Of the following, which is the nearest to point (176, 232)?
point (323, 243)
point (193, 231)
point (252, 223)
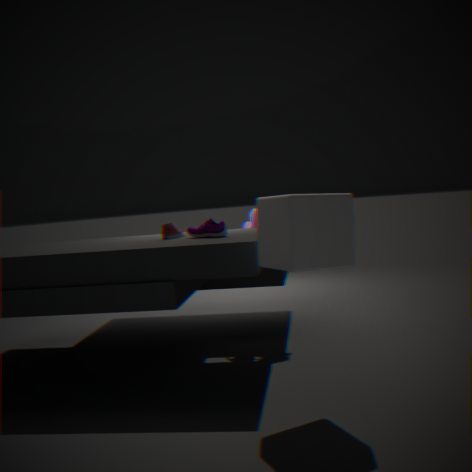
point (193, 231)
